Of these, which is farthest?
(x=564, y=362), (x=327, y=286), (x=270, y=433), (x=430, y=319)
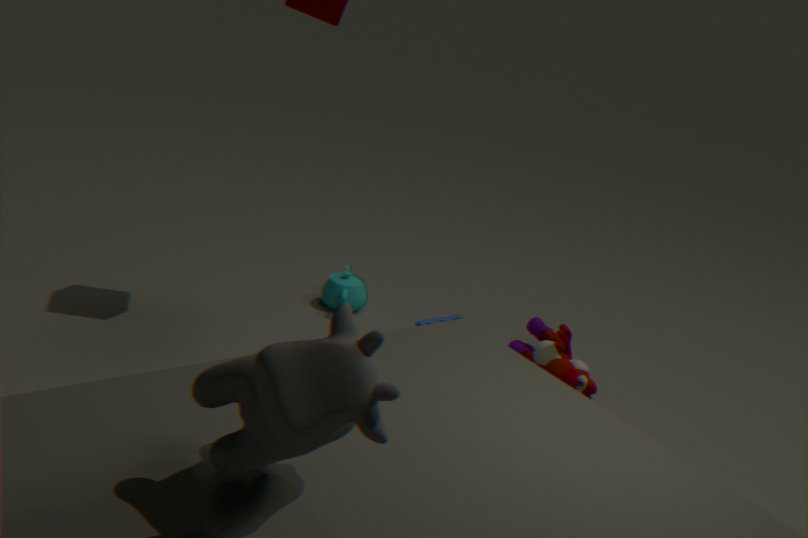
(x=327, y=286)
